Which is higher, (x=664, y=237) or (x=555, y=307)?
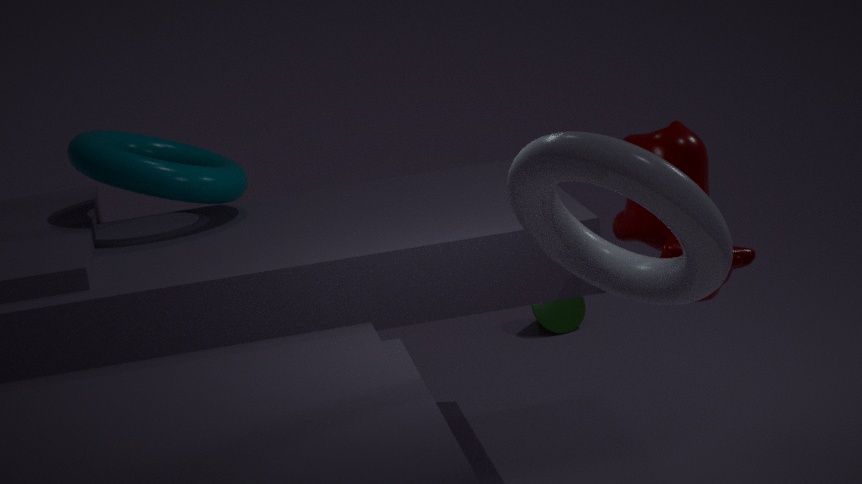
(x=664, y=237)
